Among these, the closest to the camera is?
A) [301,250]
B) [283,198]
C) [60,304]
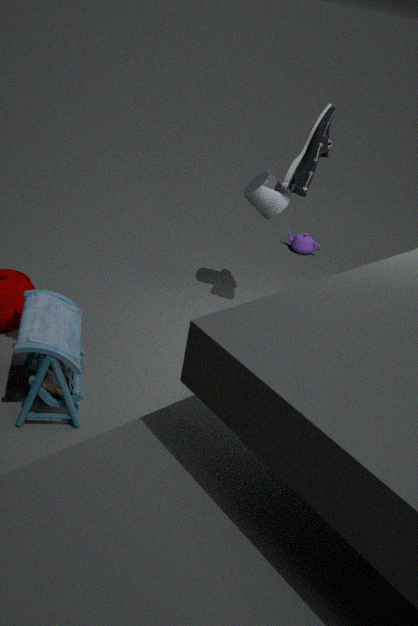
C. [60,304]
